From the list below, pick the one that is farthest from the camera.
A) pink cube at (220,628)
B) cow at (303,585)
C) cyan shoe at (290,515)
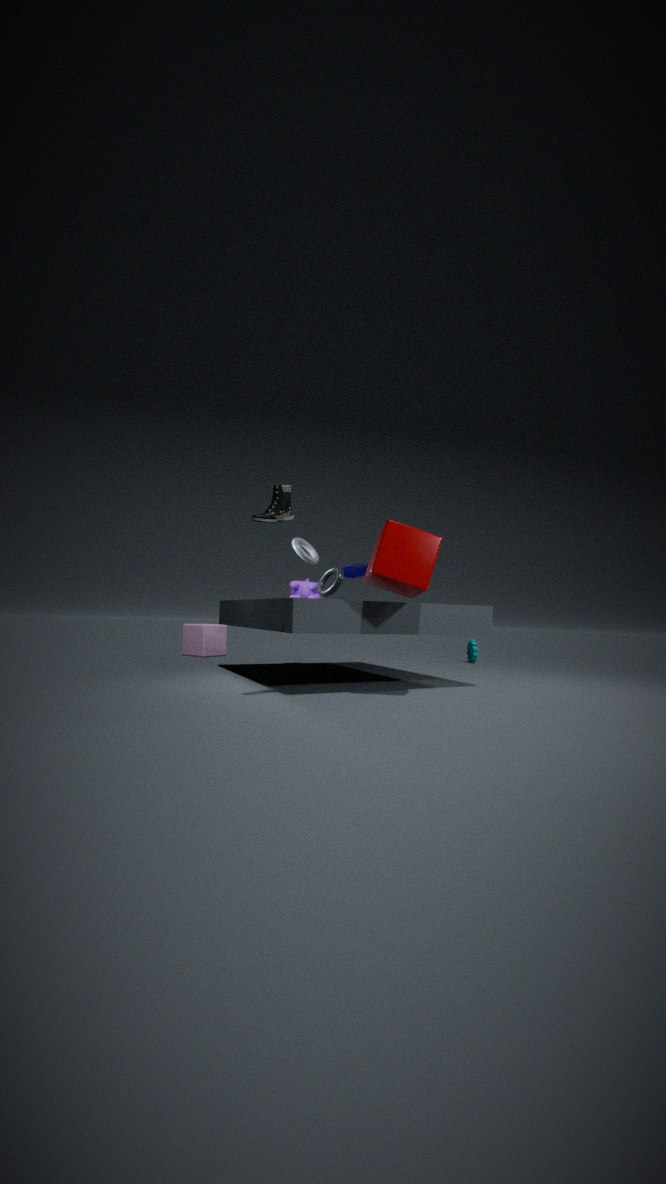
pink cube at (220,628)
